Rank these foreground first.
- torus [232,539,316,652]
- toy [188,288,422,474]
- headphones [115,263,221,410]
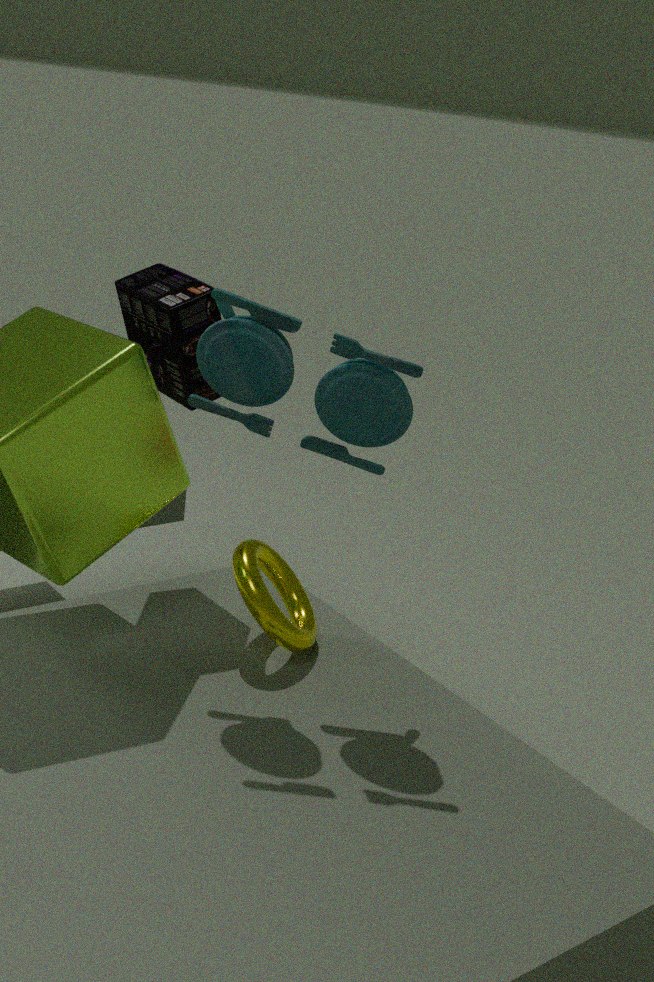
toy [188,288,422,474] → torus [232,539,316,652] → headphones [115,263,221,410]
